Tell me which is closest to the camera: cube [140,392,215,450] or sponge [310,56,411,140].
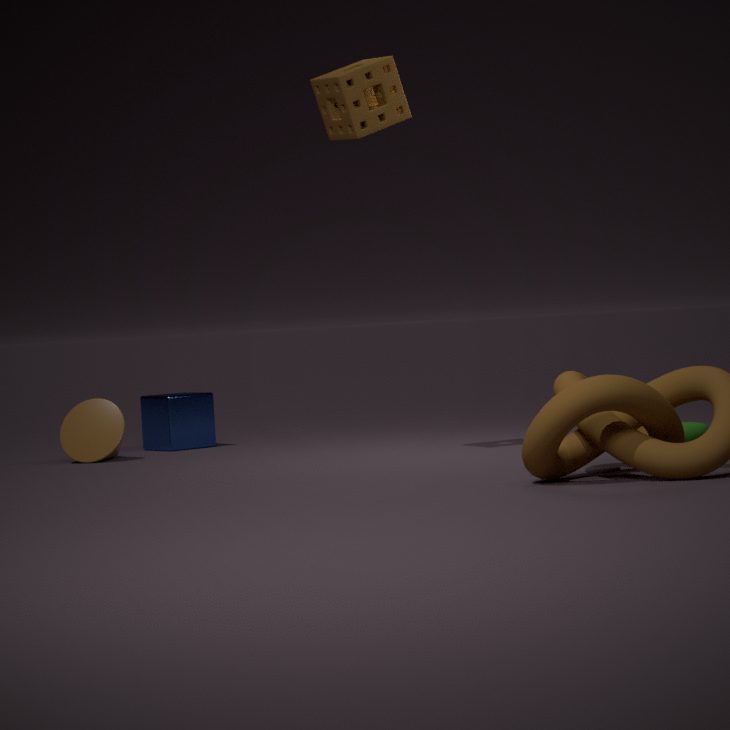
sponge [310,56,411,140]
